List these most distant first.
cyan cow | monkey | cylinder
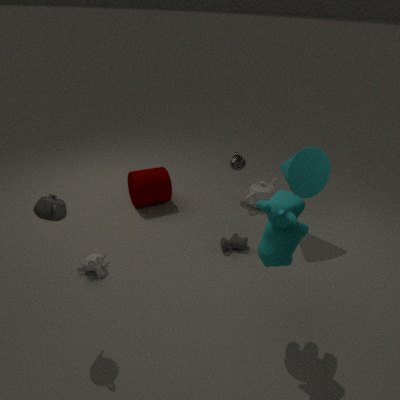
cylinder → monkey → cyan cow
